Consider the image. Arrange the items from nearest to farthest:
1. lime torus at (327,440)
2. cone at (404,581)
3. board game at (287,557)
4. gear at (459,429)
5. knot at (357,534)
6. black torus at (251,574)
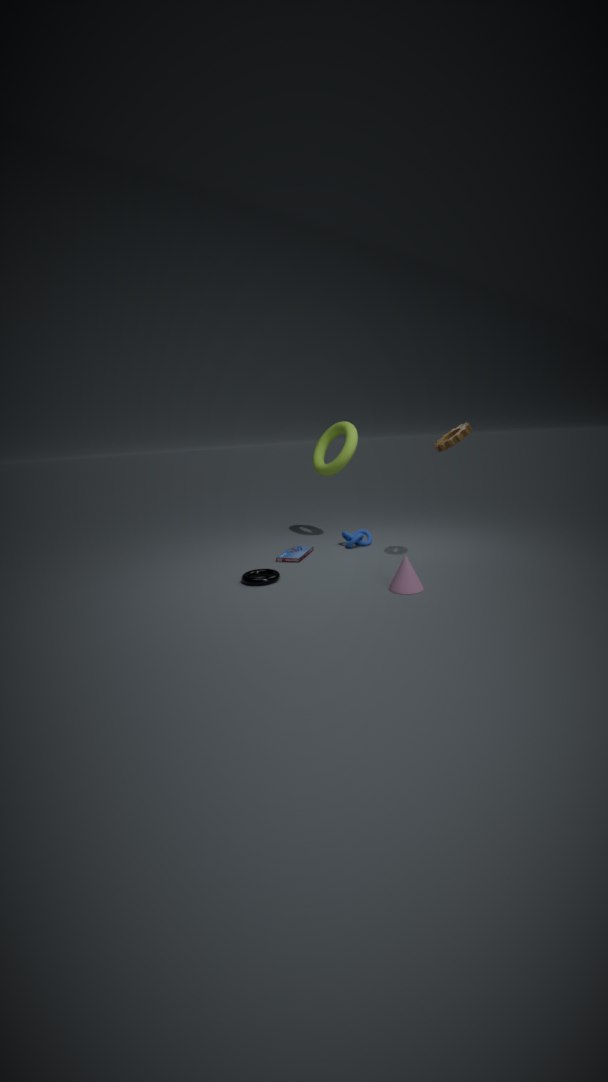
cone at (404,581)
black torus at (251,574)
gear at (459,429)
board game at (287,557)
knot at (357,534)
lime torus at (327,440)
